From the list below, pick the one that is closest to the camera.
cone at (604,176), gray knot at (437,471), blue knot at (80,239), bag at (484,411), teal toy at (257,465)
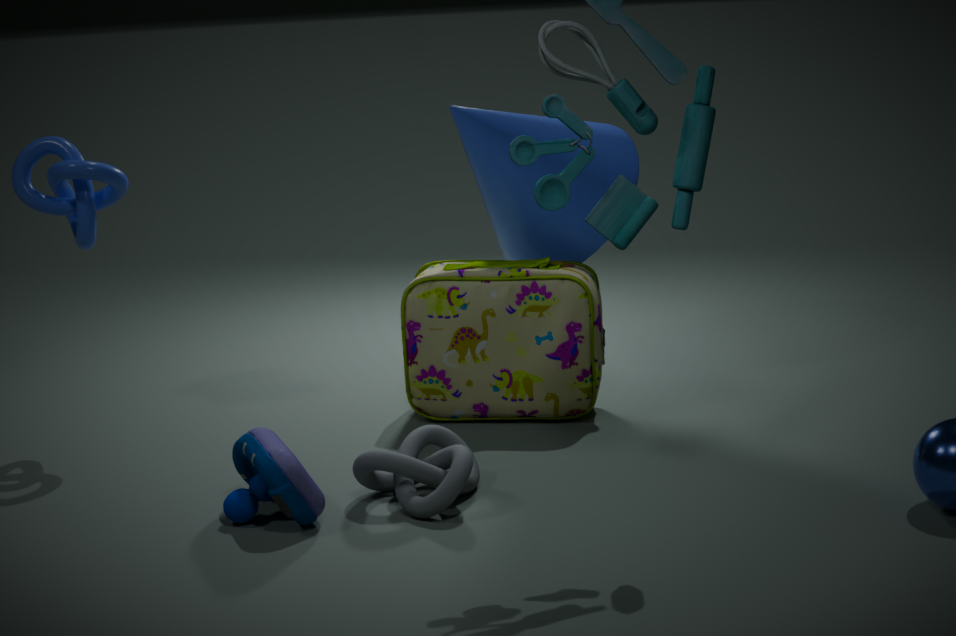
teal toy at (257,465)
